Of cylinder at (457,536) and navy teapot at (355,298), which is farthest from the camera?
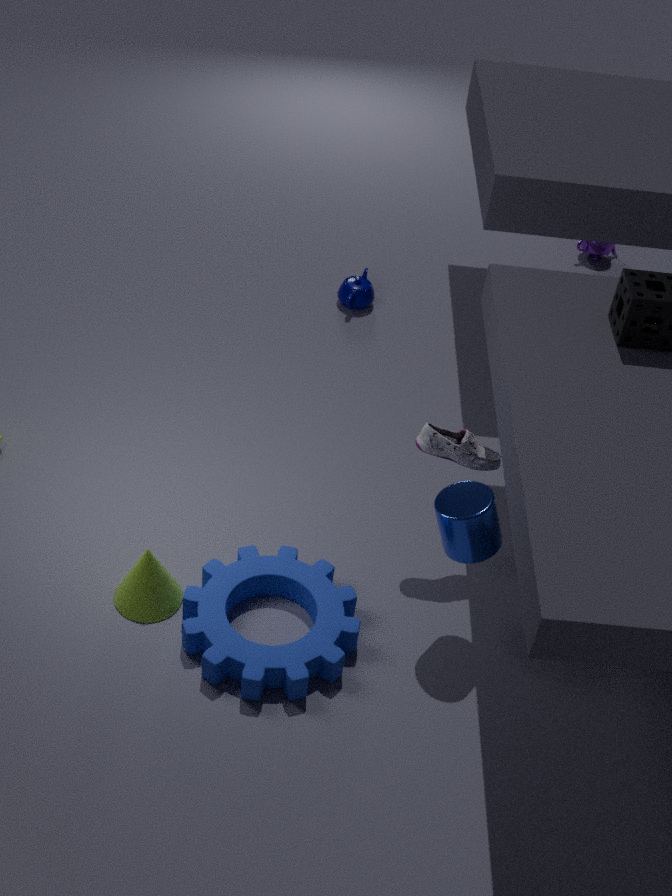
navy teapot at (355,298)
